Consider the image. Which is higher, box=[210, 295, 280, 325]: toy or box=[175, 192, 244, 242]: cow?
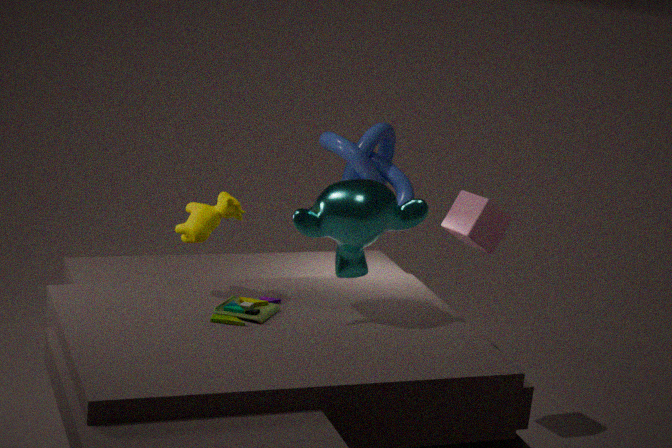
box=[175, 192, 244, 242]: cow
